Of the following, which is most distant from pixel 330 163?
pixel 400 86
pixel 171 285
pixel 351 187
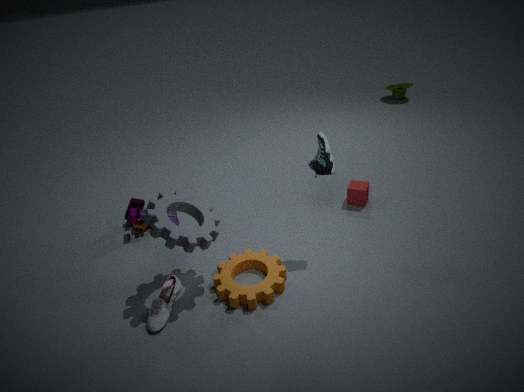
pixel 400 86
